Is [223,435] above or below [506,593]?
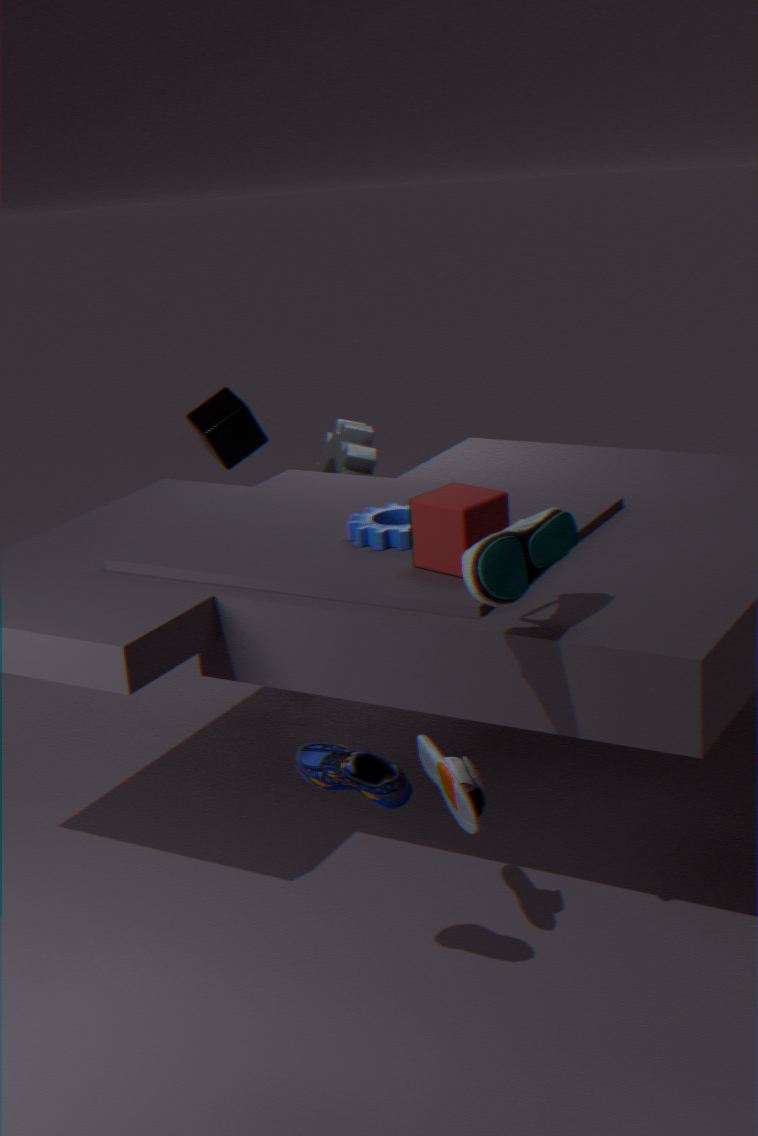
below
